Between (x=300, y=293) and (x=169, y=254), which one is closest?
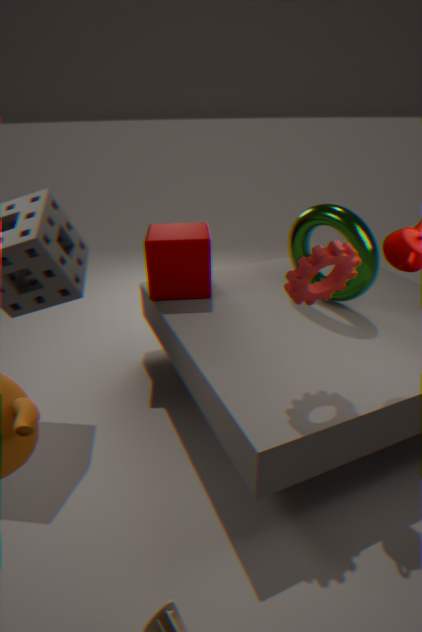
(x=300, y=293)
